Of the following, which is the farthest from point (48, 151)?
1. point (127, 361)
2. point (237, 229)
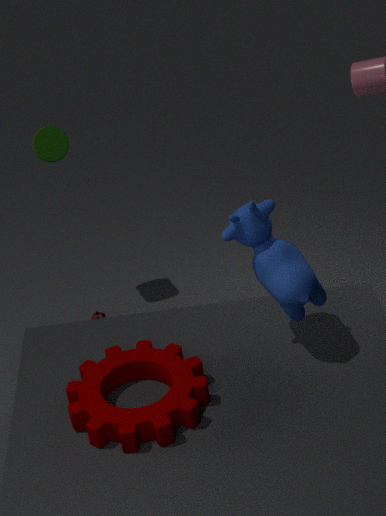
point (127, 361)
